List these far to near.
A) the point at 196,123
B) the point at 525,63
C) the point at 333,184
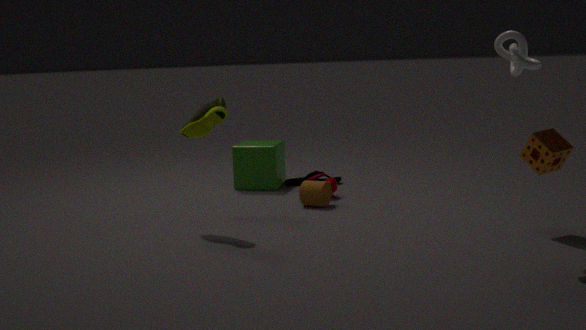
the point at 333,184
the point at 196,123
the point at 525,63
